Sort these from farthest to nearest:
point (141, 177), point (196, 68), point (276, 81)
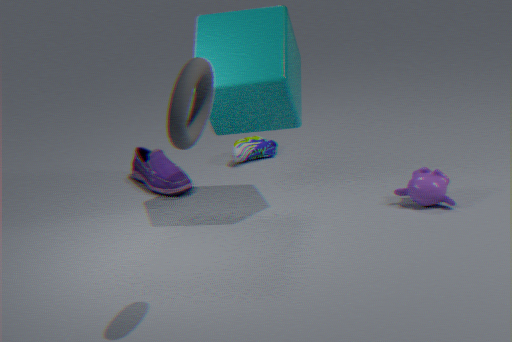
1. point (141, 177)
2. point (276, 81)
3. point (196, 68)
